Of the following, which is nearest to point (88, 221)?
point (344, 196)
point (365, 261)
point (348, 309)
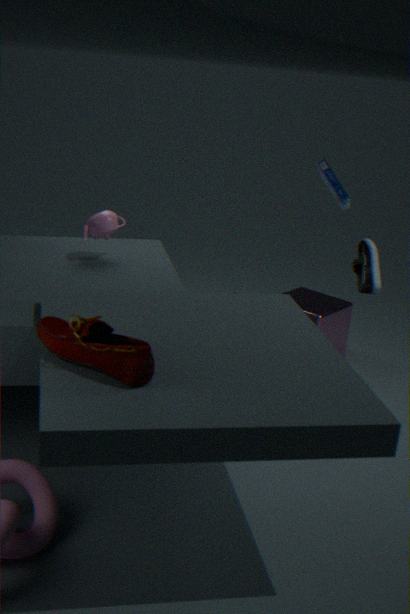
point (344, 196)
